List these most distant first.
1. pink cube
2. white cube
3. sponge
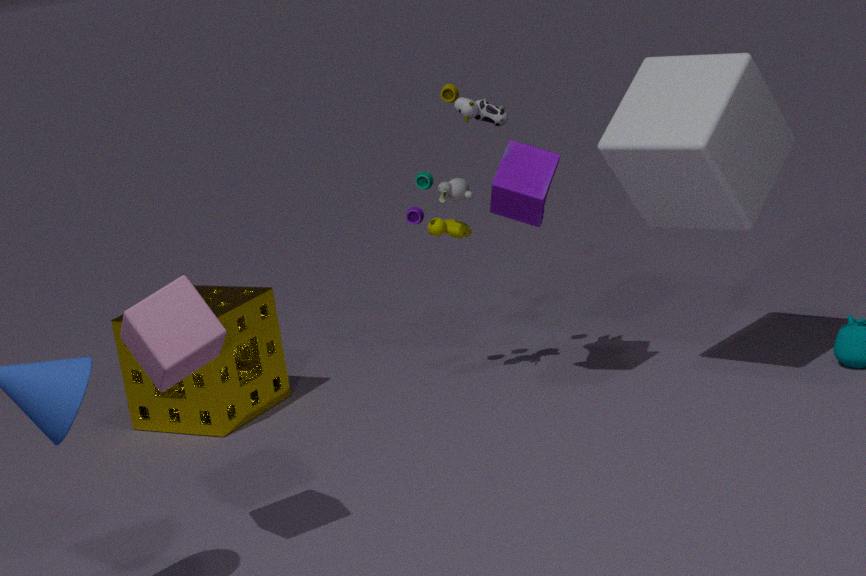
sponge
white cube
pink cube
